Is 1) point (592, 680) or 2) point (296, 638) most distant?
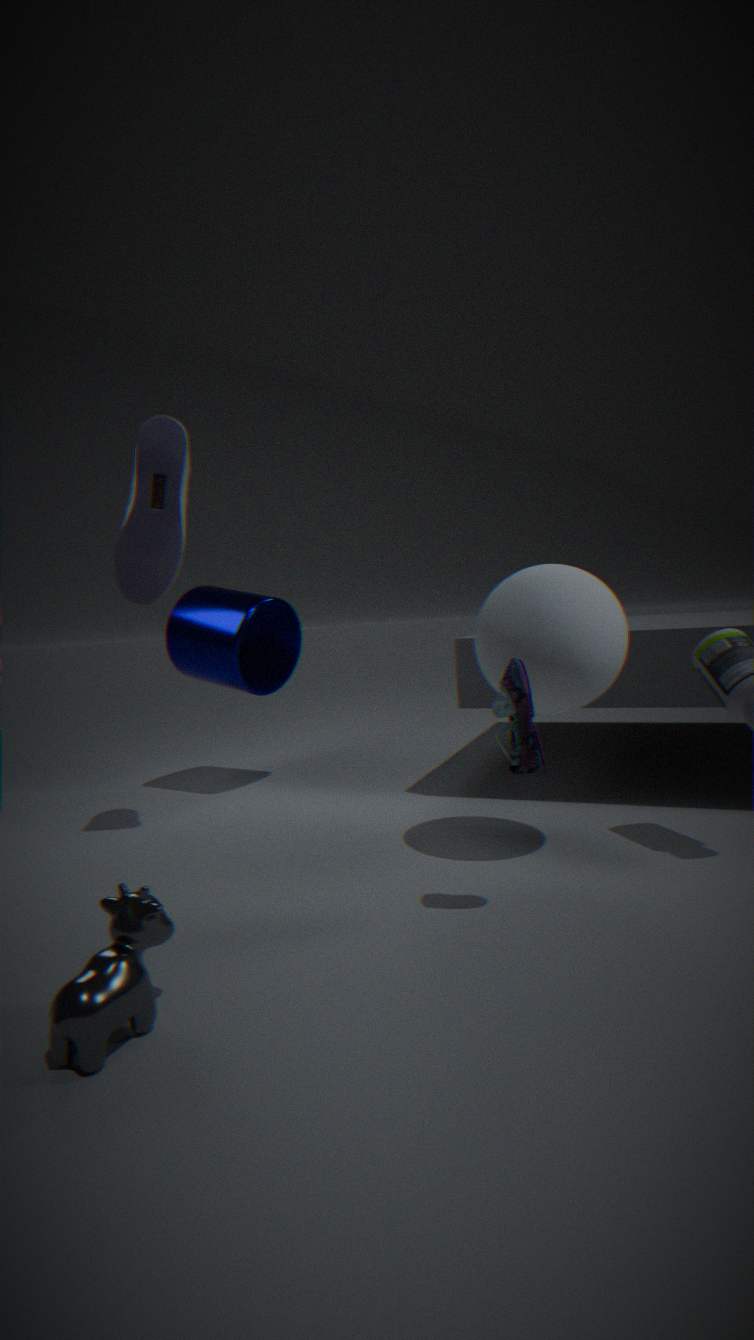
2. point (296, 638)
